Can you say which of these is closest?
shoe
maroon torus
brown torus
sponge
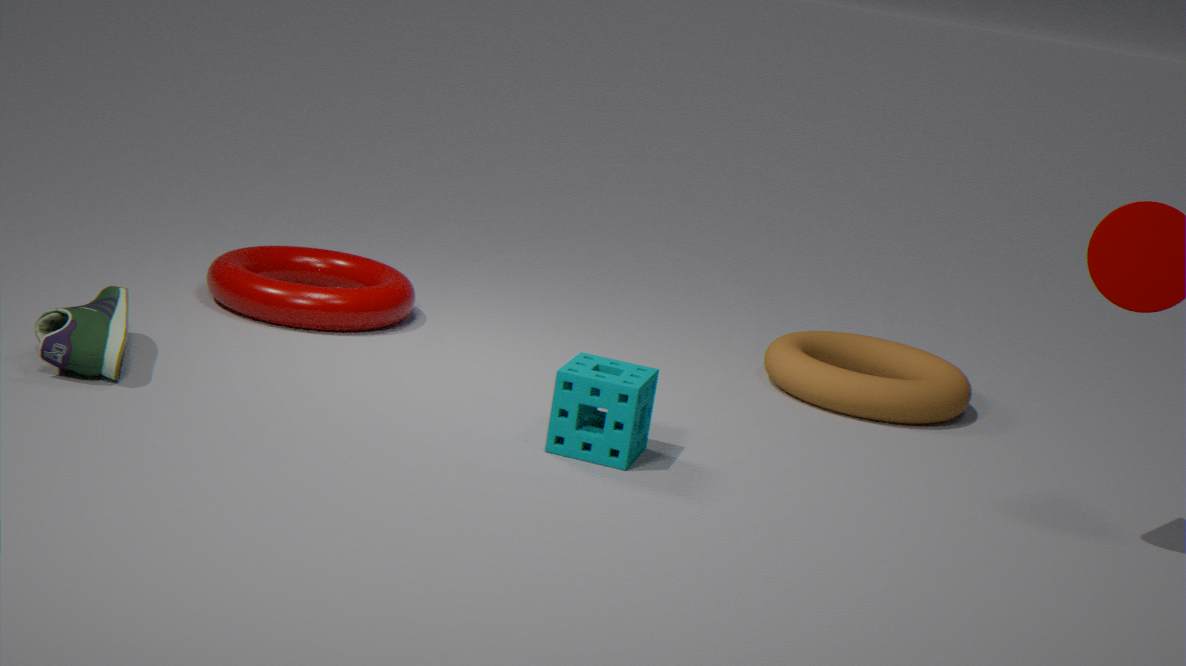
sponge
